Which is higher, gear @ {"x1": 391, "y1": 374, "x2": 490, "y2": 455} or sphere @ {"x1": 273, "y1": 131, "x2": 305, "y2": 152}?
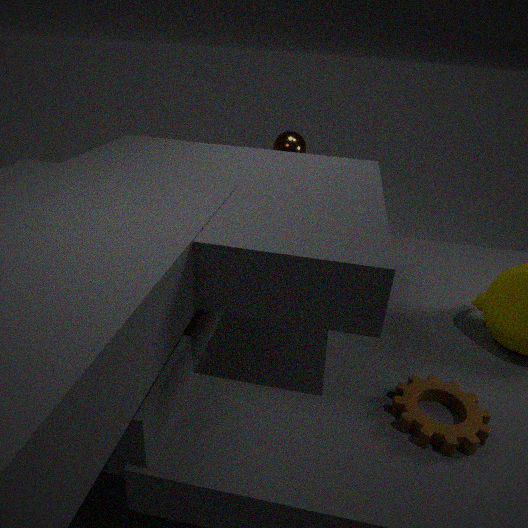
sphere @ {"x1": 273, "y1": 131, "x2": 305, "y2": 152}
